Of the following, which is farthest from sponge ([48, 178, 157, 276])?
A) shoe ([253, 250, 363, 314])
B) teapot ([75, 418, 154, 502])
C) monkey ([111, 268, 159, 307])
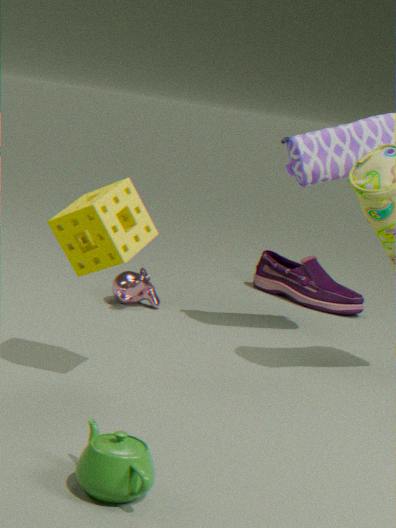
shoe ([253, 250, 363, 314])
